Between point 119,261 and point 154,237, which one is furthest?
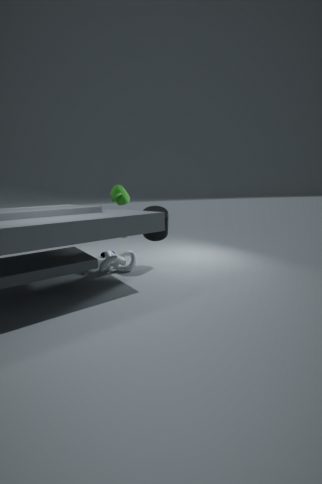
point 119,261
